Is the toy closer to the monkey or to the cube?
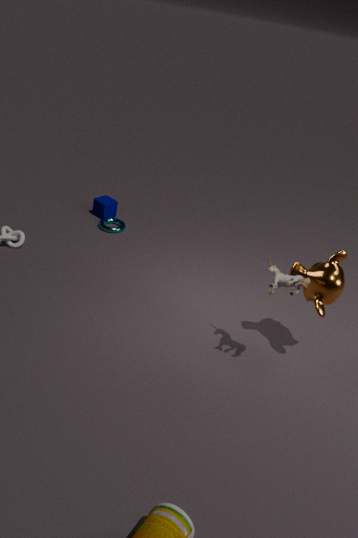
the monkey
